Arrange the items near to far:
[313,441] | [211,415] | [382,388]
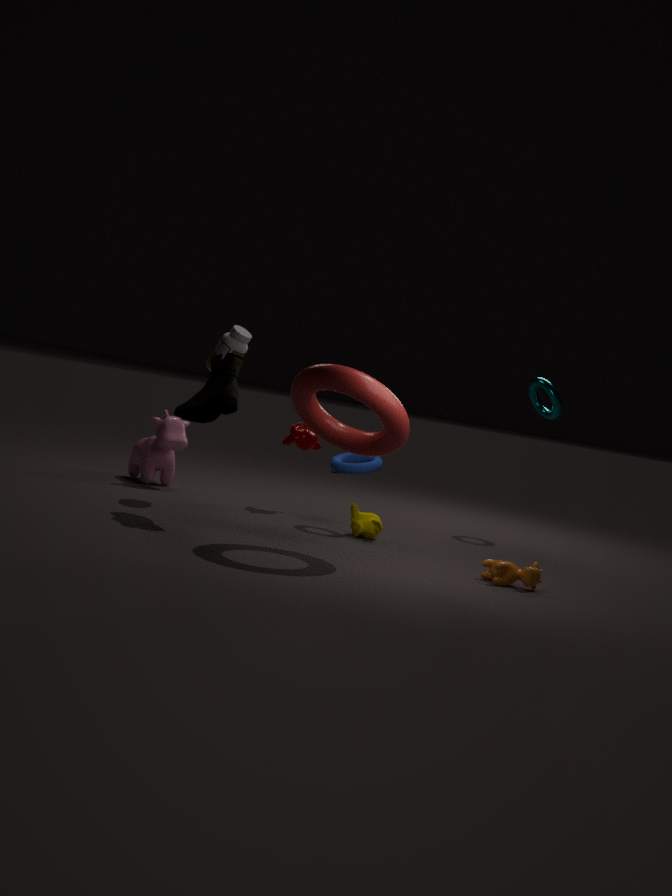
[382,388] < [211,415] < [313,441]
